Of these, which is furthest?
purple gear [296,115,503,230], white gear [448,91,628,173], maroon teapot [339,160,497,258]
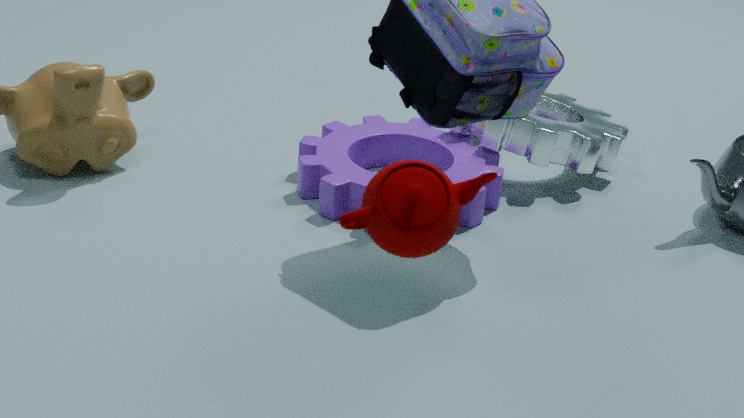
white gear [448,91,628,173]
